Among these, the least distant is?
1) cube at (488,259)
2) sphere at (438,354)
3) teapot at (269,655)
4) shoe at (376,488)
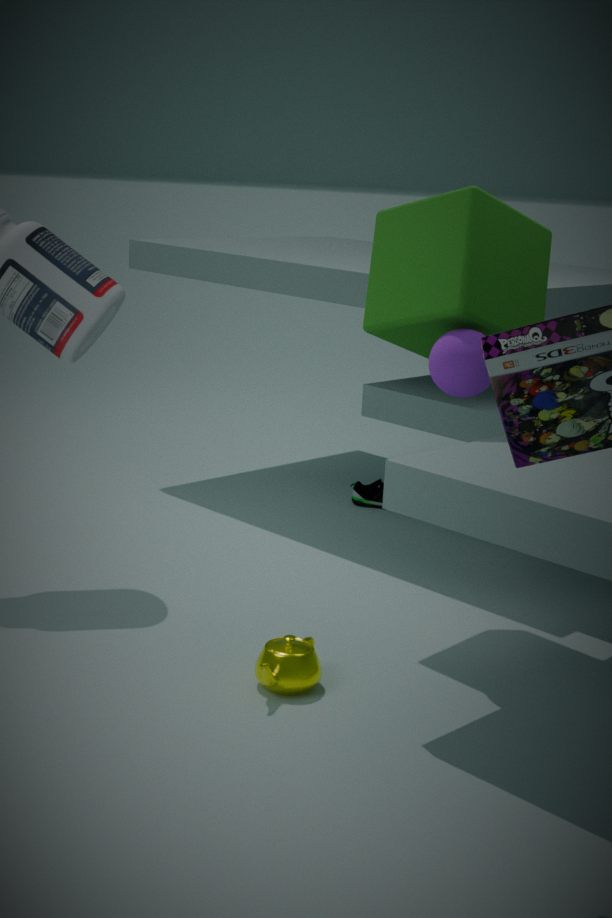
3. teapot at (269,655)
